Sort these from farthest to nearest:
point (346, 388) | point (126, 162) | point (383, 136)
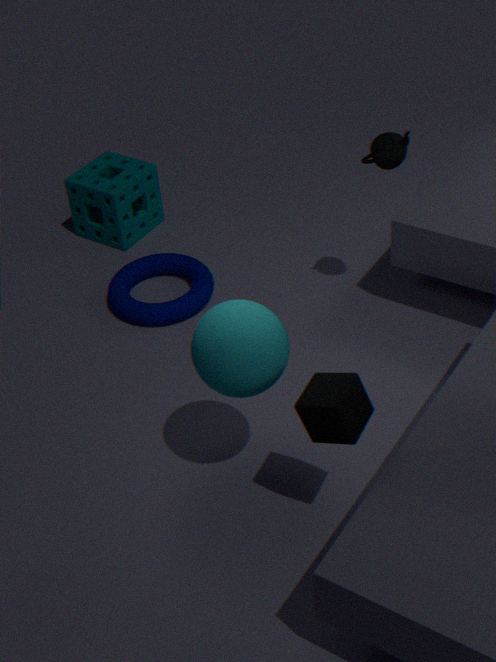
point (126, 162) → point (383, 136) → point (346, 388)
